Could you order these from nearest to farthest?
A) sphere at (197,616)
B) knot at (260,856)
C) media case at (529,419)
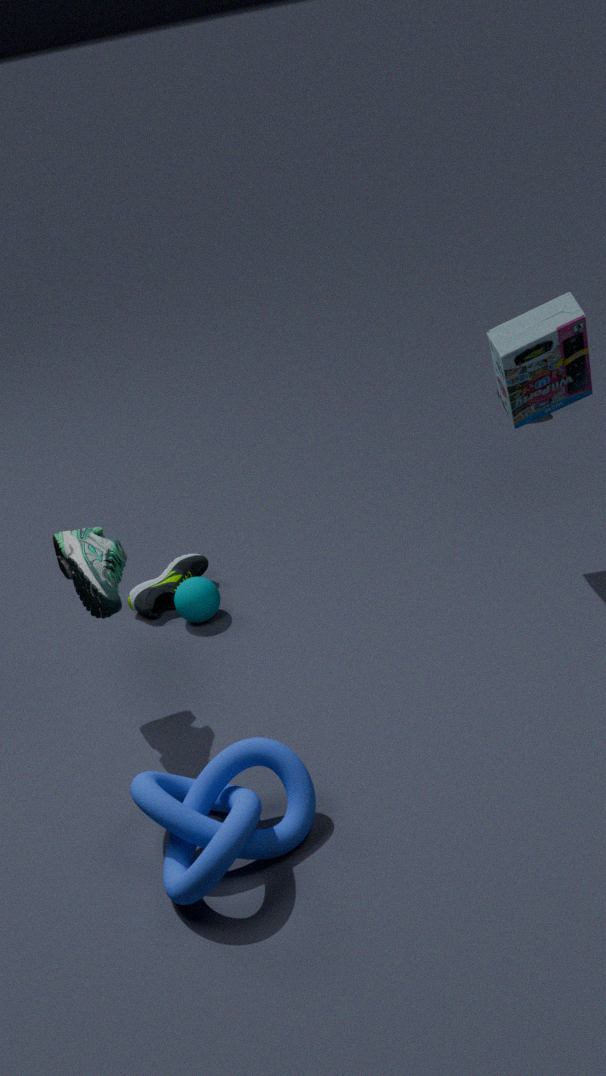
knot at (260,856), media case at (529,419), sphere at (197,616)
